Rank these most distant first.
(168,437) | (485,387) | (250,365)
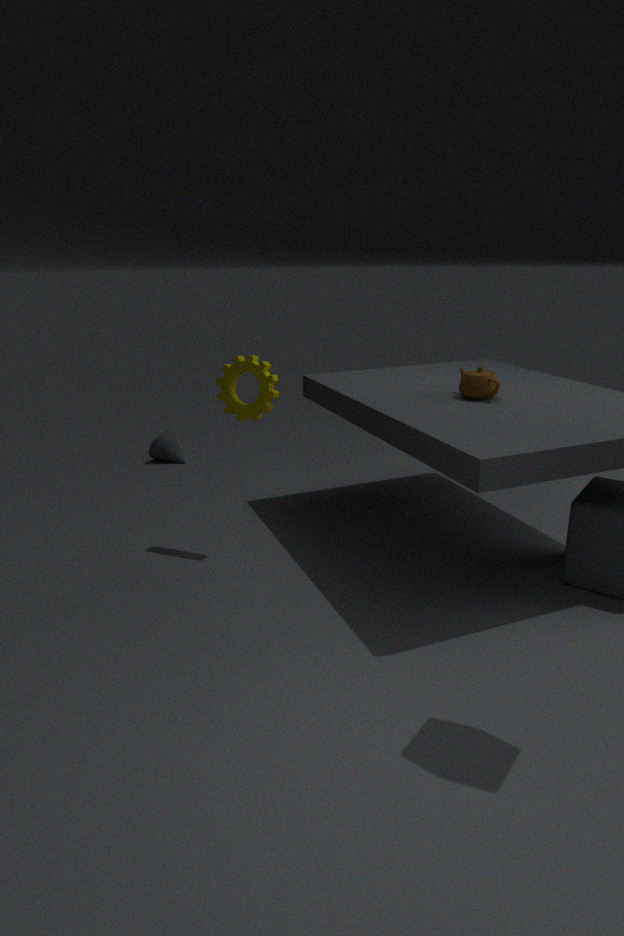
(168,437), (485,387), (250,365)
